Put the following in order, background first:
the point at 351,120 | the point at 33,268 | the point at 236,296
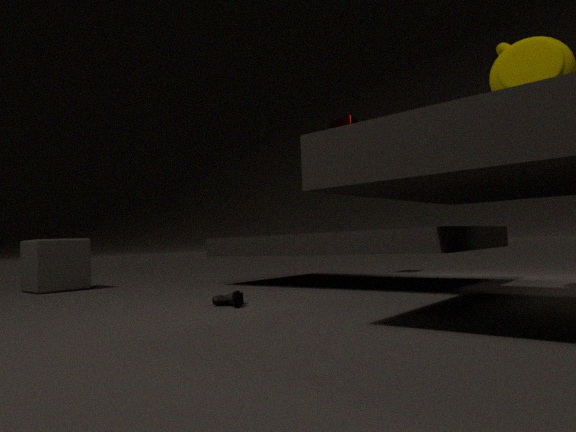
1. the point at 351,120
2. the point at 33,268
3. the point at 236,296
